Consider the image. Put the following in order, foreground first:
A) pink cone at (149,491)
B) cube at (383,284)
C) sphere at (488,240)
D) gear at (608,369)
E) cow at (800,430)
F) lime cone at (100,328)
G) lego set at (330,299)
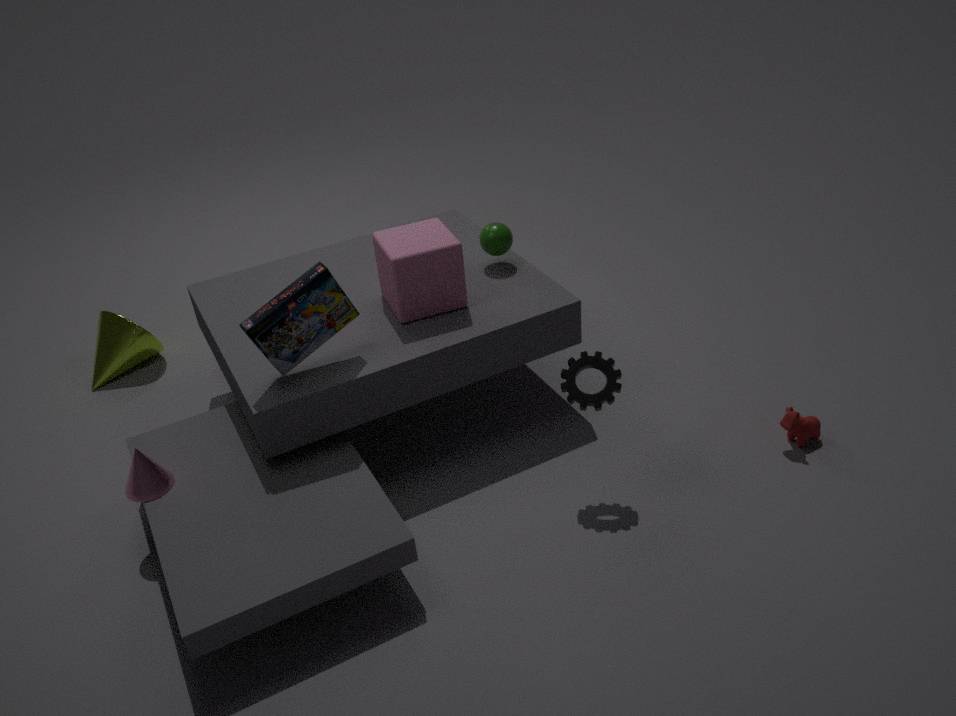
lego set at (330,299), pink cone at (149,491), gear at (608,369), cube at (383,284), cow at (800,430), sphere at (488,240), lime cone at (100,328)
